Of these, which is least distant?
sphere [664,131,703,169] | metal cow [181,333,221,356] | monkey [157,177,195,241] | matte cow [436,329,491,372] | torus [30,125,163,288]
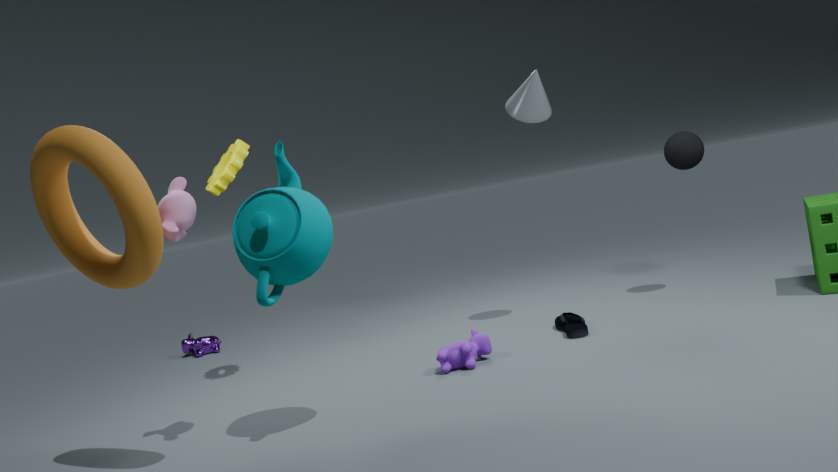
torus [30,125,163,288]
